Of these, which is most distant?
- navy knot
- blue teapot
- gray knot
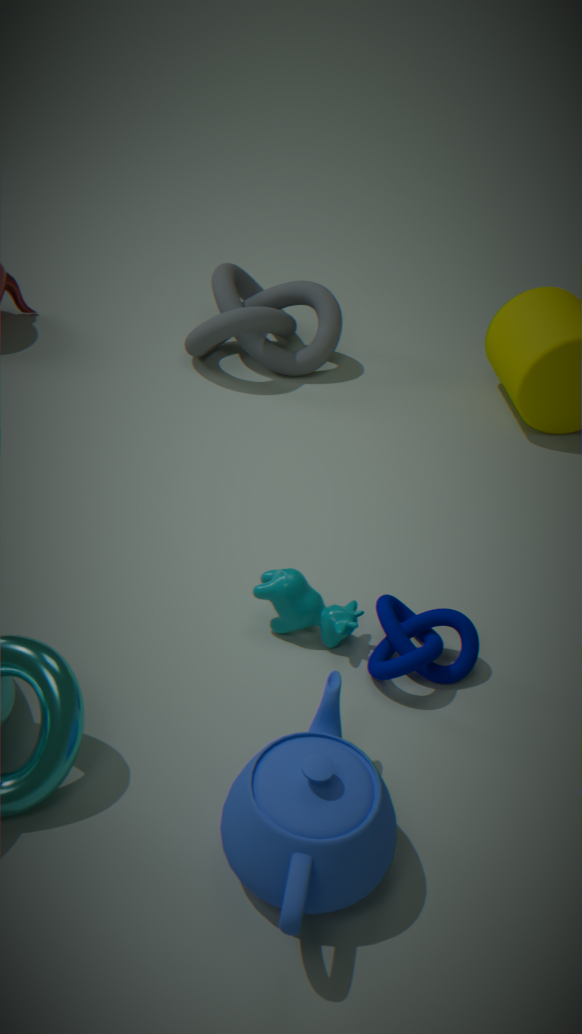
gray knot
